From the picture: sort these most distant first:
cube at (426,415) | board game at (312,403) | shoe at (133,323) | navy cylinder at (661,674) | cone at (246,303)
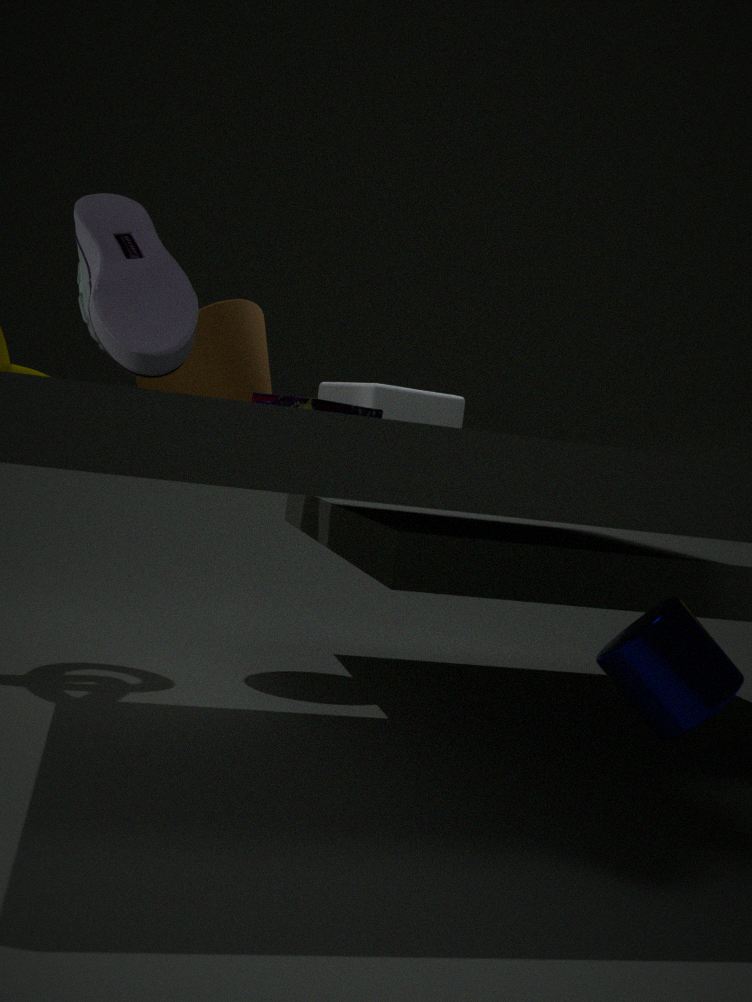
cube at (426,415) < cone at (246,303) < board game at (312,403) < navy cylinder at (661,674) < shoe at (133,323)
